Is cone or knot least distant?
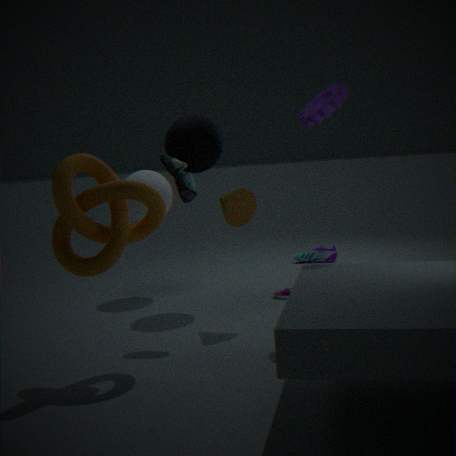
knot
